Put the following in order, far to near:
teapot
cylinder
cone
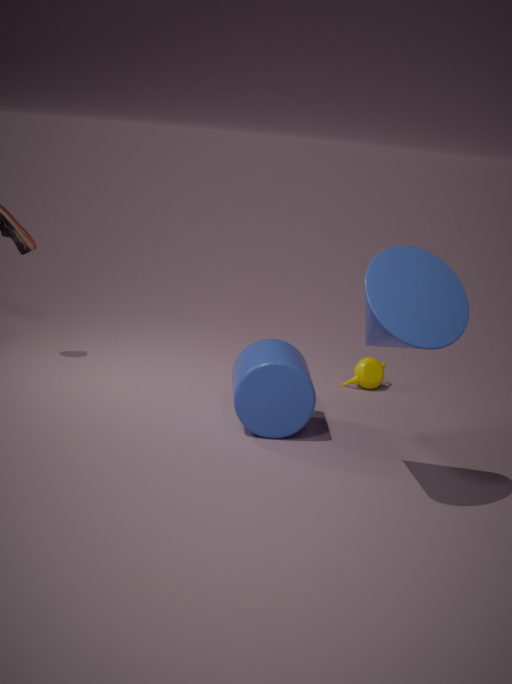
teapot → cylinder → cone
